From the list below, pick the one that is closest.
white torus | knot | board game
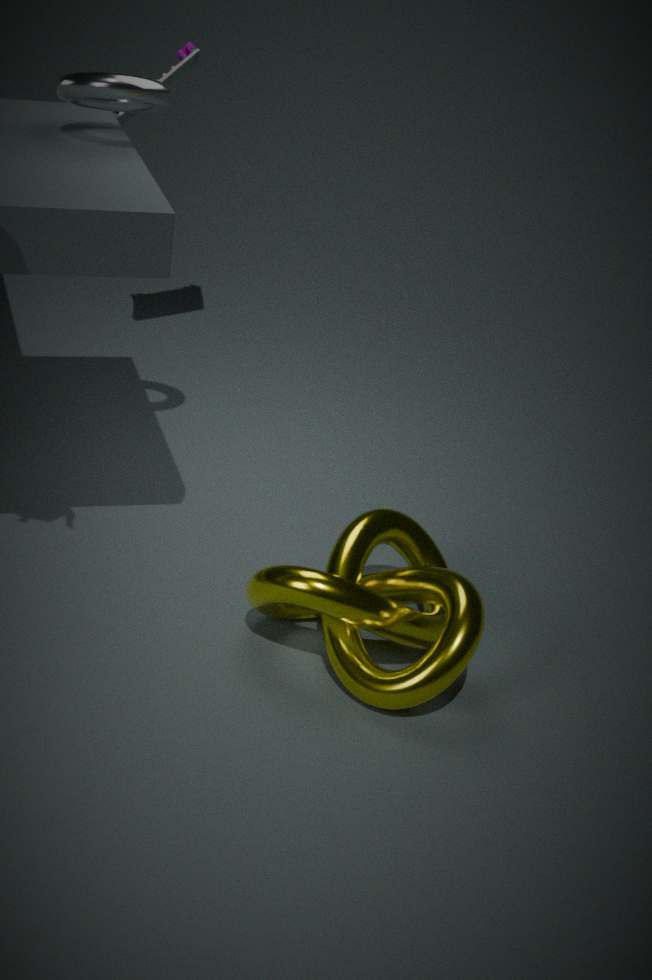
knot
